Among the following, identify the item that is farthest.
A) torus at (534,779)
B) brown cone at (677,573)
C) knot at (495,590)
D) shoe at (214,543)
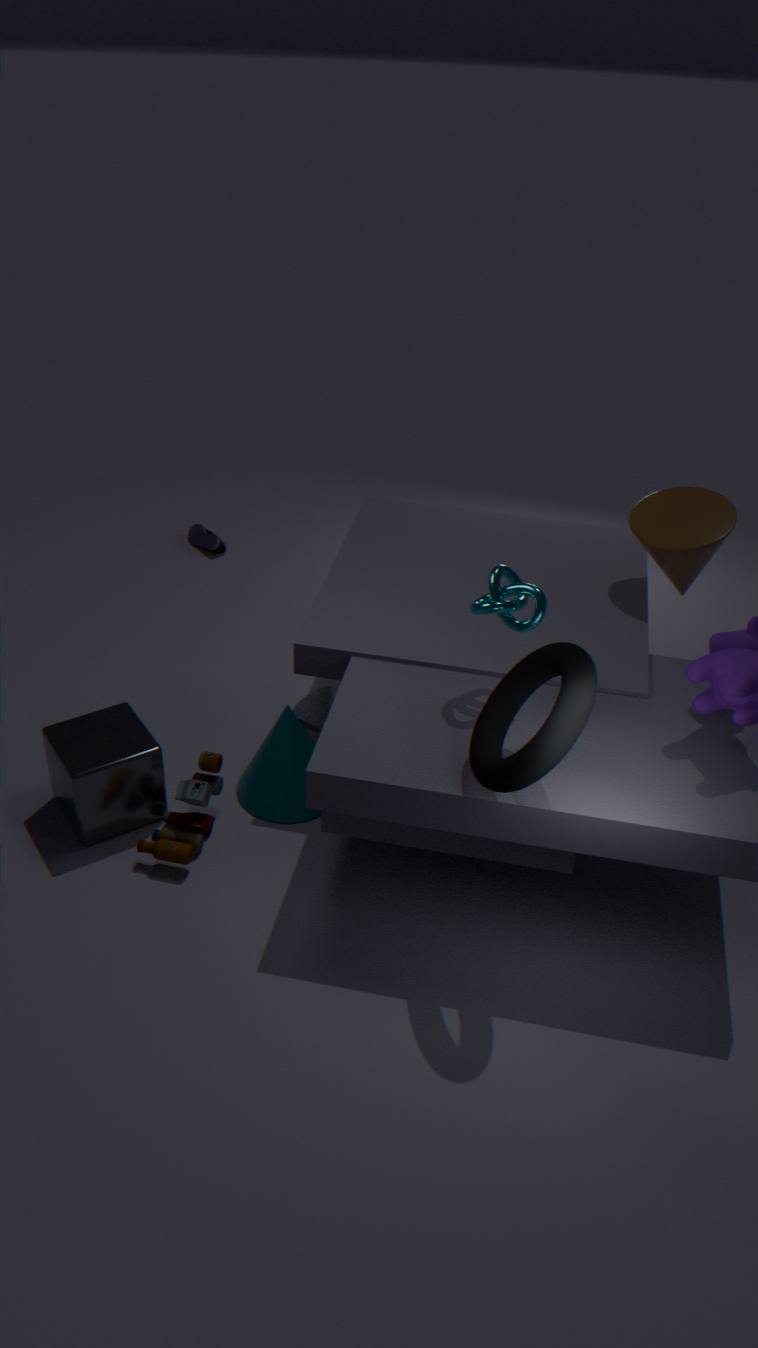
shoe at (214,543)
